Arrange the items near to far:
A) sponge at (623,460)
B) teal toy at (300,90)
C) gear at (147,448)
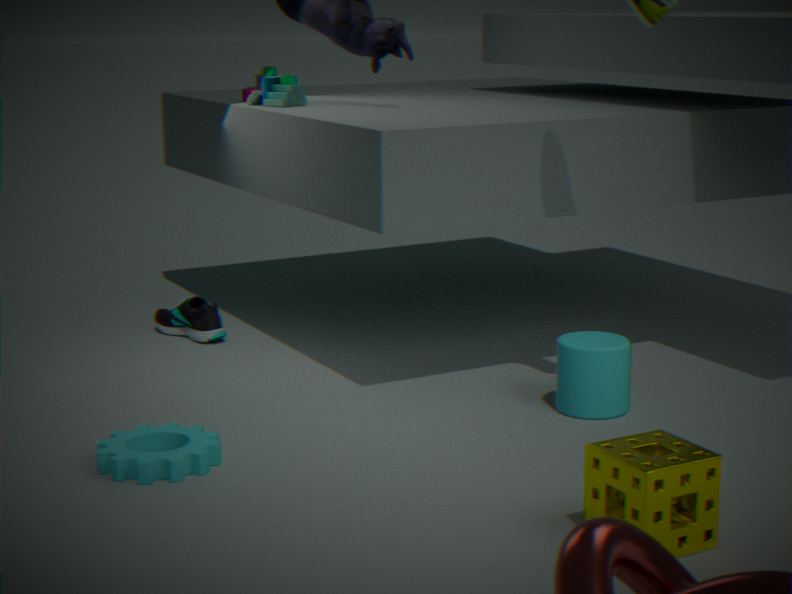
1. sponge at (623,460)
2. gear at (147,448)
3. teal toy at (300,90)
